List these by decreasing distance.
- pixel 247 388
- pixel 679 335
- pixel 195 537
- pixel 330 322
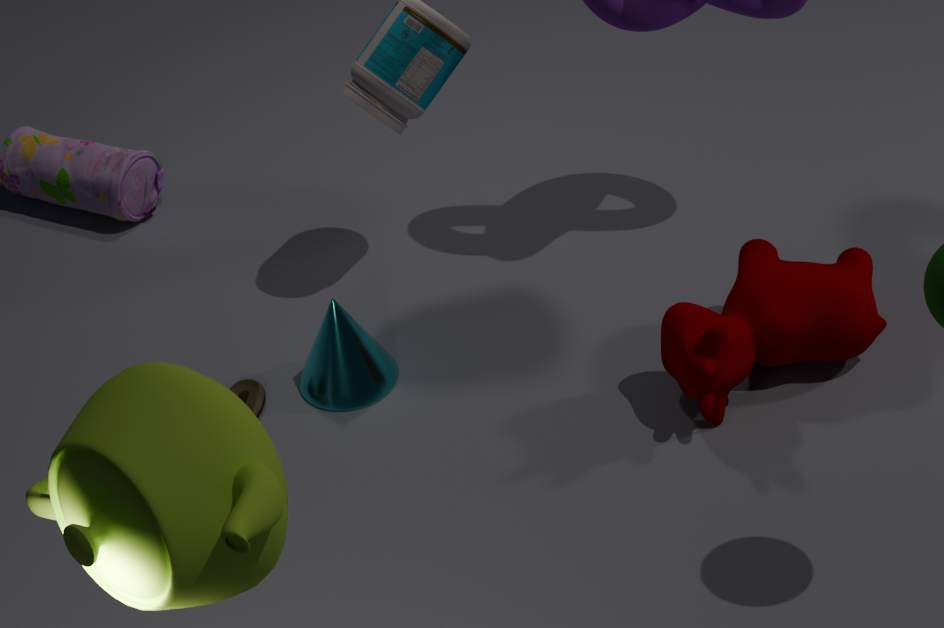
pixel 247 388 → pixel 330 322 → pixel 679 335 → pixel 195 537
